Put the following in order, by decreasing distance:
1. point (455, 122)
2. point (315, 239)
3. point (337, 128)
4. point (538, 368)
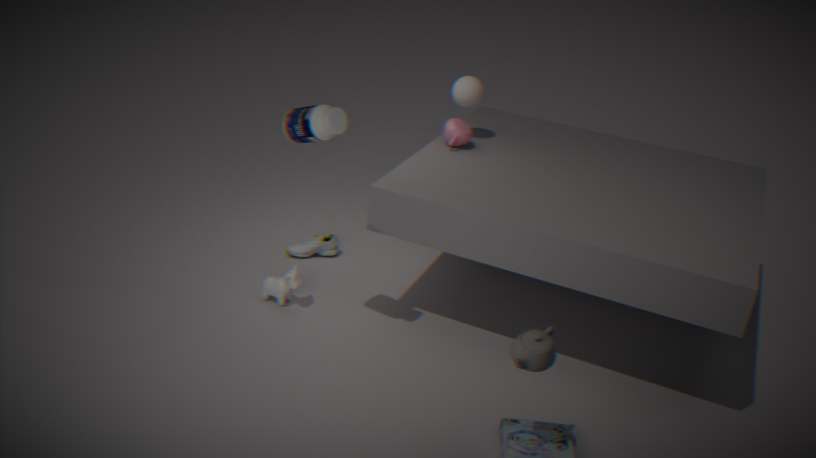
point (315, 239) → point (455, 122) → point (337, 128) → point (538, 368)
